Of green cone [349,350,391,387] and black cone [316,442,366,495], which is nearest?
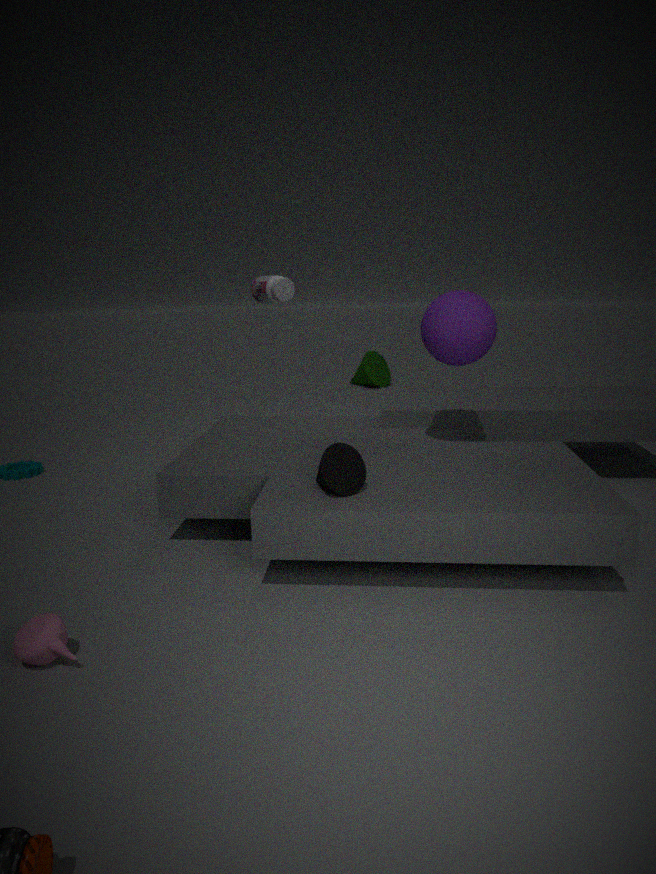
black cone [316,442,366,495]
